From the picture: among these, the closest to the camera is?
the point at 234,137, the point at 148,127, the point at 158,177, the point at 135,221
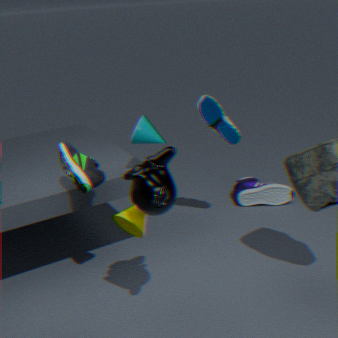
the point at 158,177
